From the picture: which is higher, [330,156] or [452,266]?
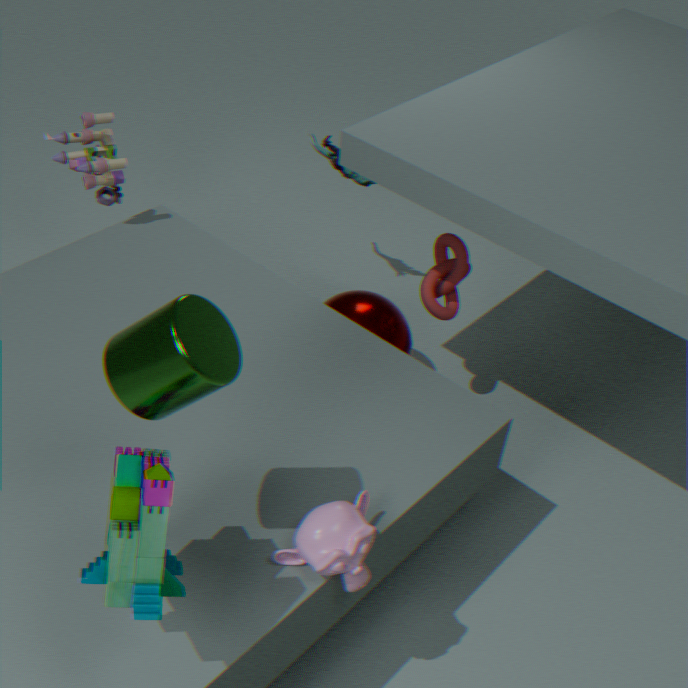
[330,156]
